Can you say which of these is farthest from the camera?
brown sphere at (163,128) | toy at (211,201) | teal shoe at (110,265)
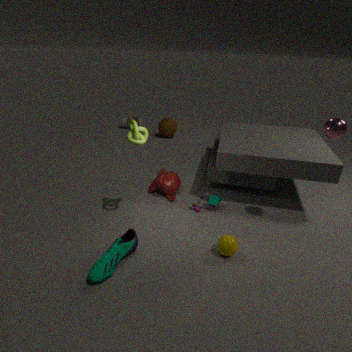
brown sphere at (163,128)
